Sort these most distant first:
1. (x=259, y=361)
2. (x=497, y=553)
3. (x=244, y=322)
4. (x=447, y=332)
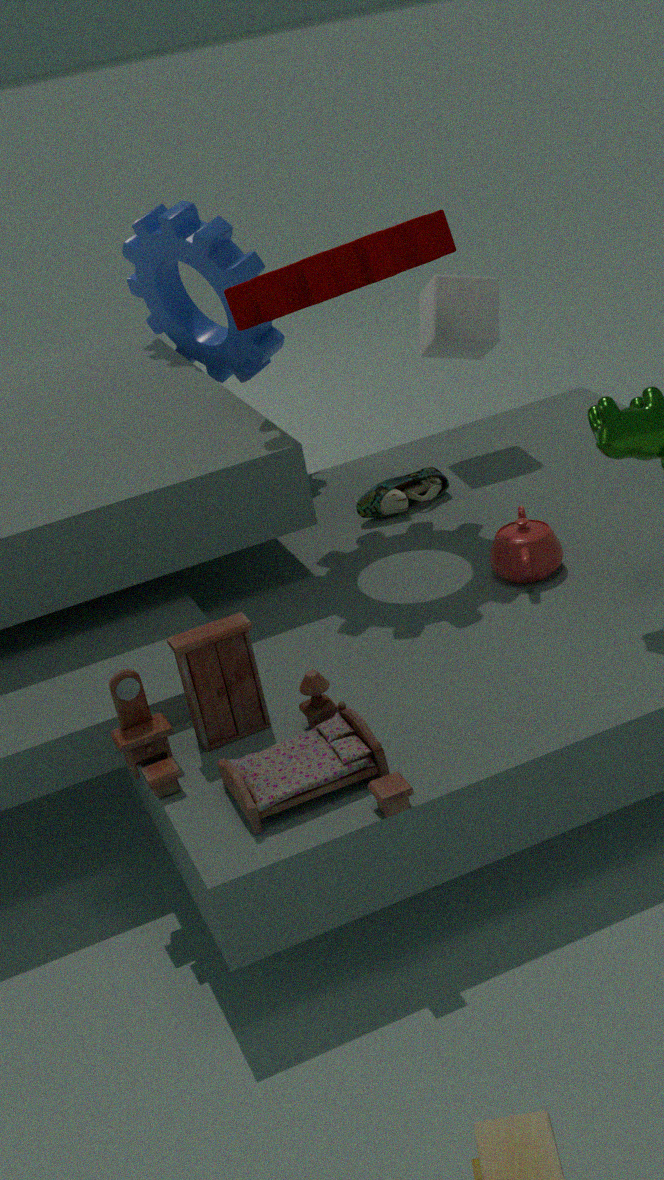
(x=259, y=361)
(x=447, y=332)
(x=244, y=322)
(x=497, y=553)
